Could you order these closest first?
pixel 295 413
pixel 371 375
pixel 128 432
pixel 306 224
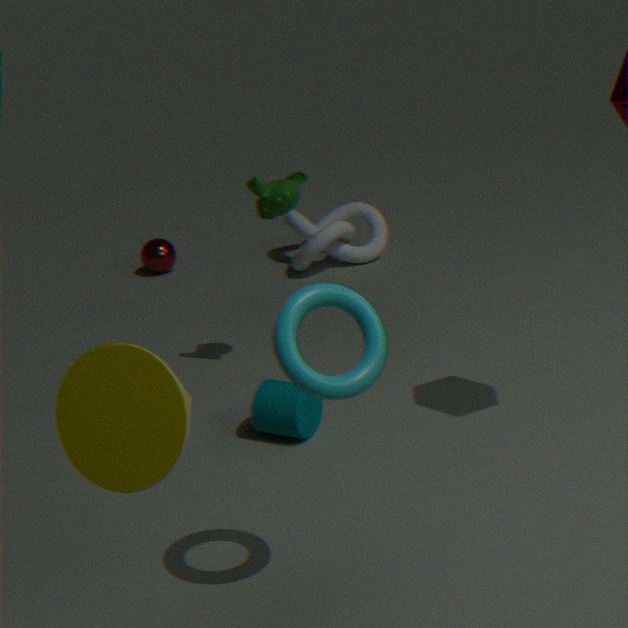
1. pixel 128 432
2. pixel 371 375
3. pixel 295 413
4. pixel 306 224
